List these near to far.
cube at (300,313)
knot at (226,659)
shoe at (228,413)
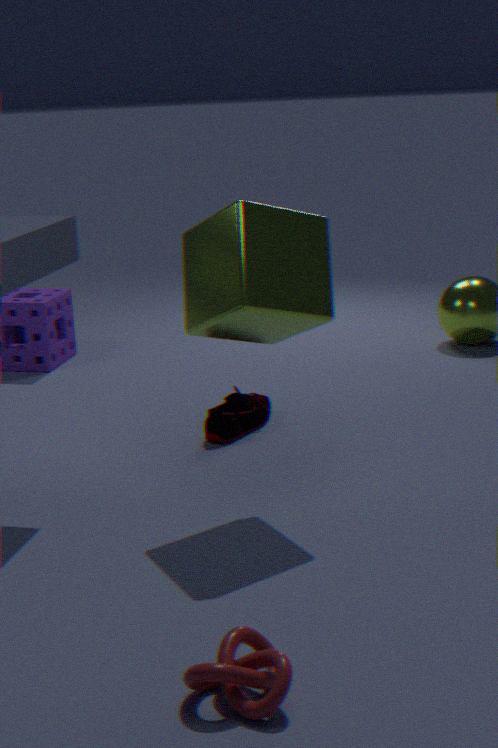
knot at (226,659), cube at (300,313), shoe at (228,413)
